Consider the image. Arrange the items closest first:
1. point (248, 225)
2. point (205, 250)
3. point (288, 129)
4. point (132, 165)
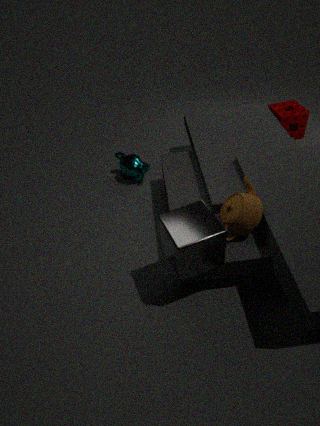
1. point (205, 250)
2. point (248, 225)
3. point (132, 165)
4. point (288, 129)
